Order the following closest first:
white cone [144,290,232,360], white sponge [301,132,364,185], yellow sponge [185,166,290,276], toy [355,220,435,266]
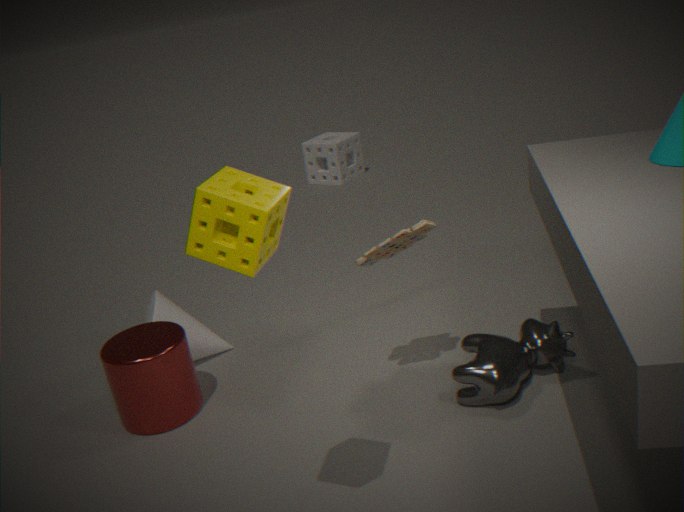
yellow sponge [185,166,290,276]
toy [355,220,435,266]
white cone [144,290,232,360]
white sponge [301,132,364,185]
